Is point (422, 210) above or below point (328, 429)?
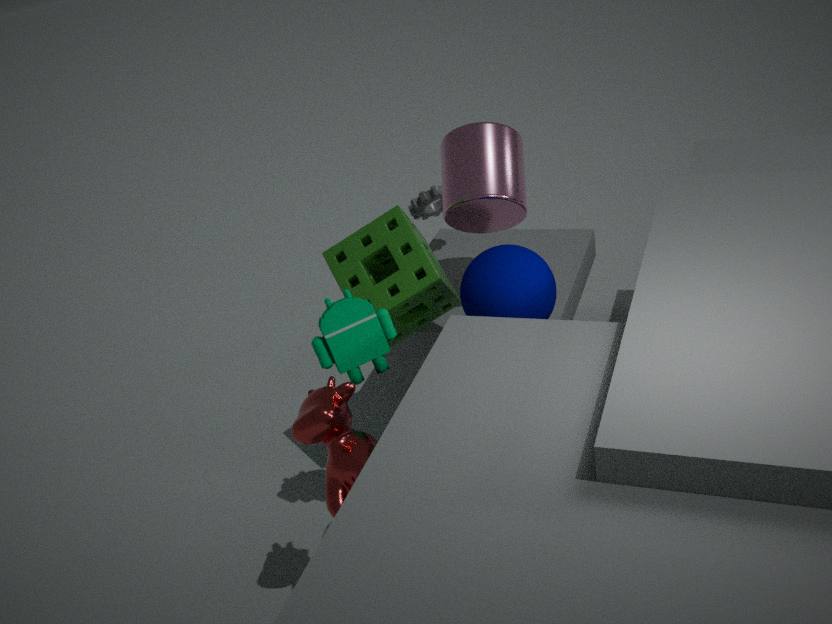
above
